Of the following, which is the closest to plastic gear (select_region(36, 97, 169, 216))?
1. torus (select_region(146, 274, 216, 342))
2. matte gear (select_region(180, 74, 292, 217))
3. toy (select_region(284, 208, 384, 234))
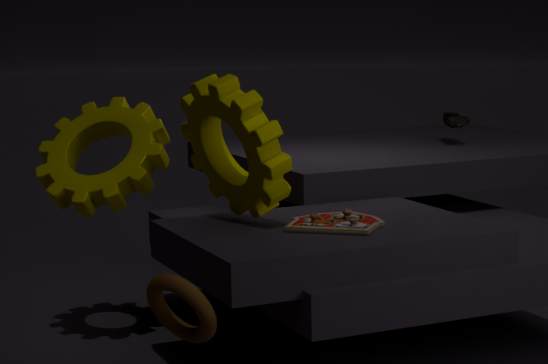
matte gear (select_region(180, 74, 292, 217))
